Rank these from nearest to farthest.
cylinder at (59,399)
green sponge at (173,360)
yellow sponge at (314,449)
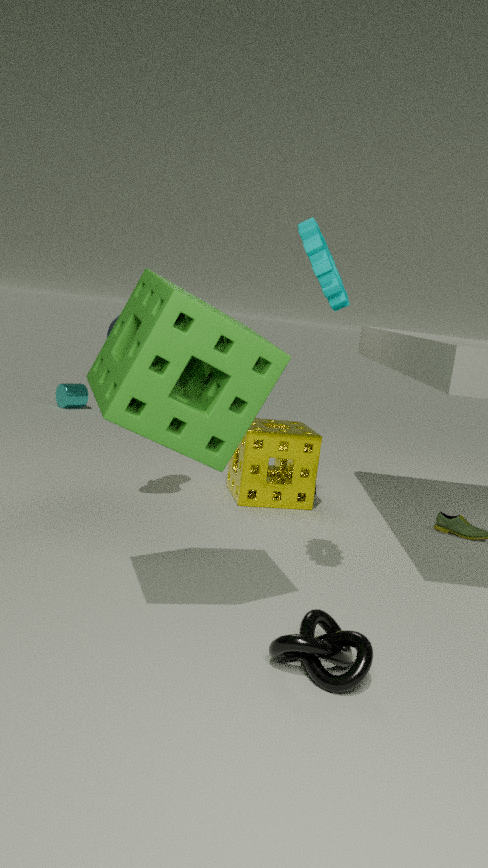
green sponge at (173,360) → yellow sponge at (314,449) → cylinder at (59,399)
